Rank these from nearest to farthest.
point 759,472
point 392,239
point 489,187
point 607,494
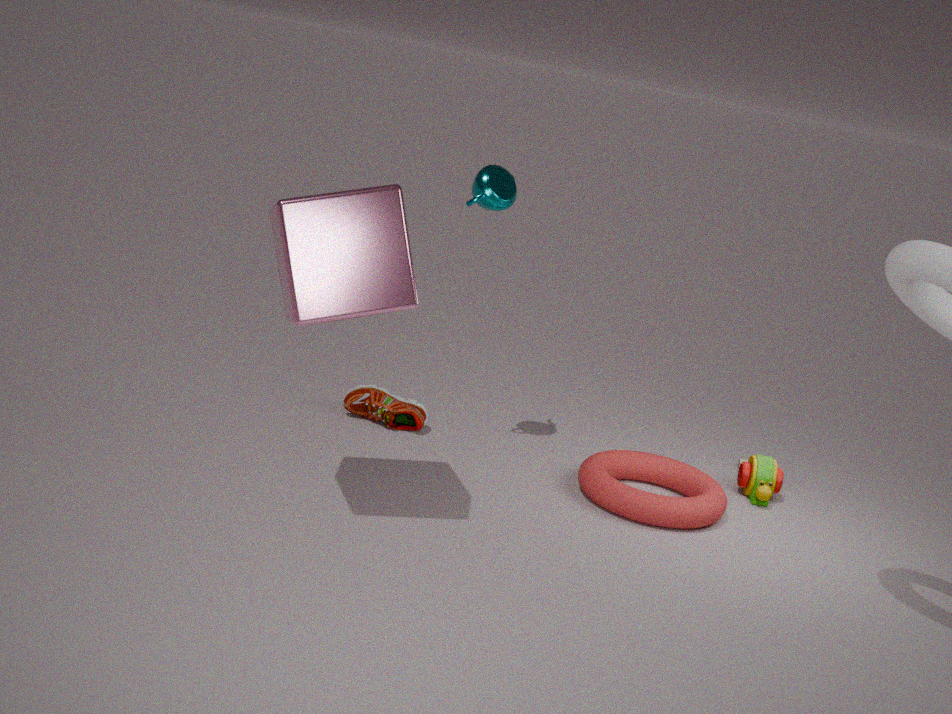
point 392,239
point 607,494
point 489,187
point 759,472
